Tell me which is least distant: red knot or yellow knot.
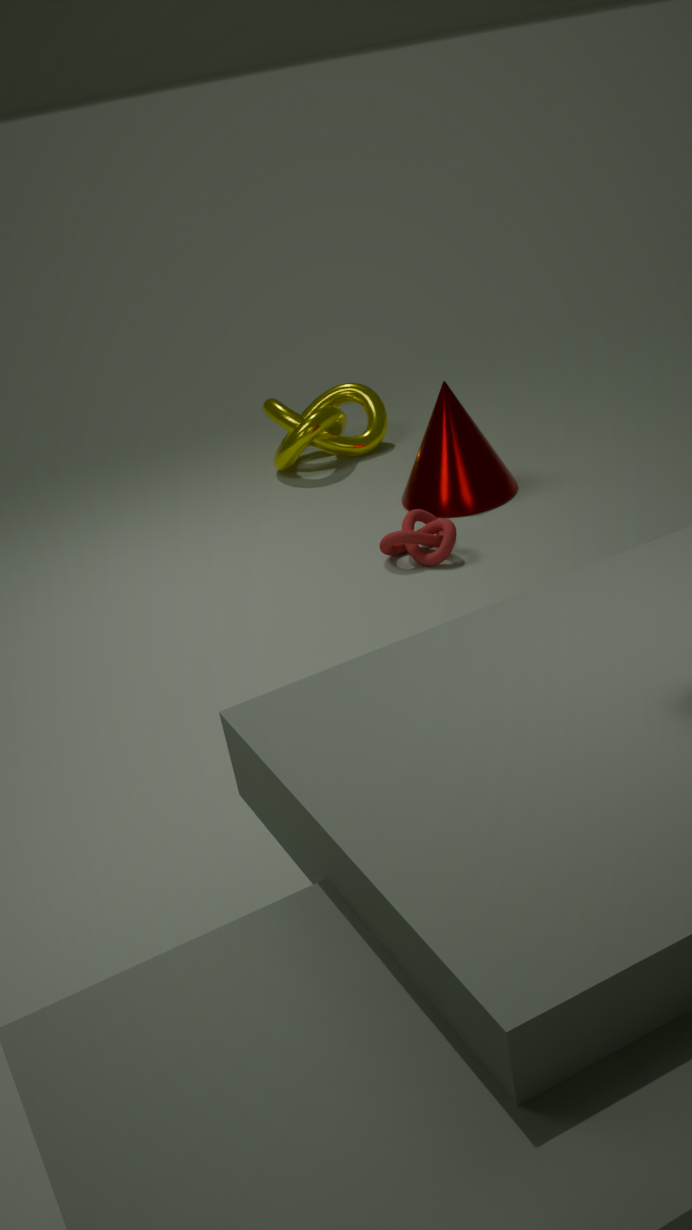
red knot
